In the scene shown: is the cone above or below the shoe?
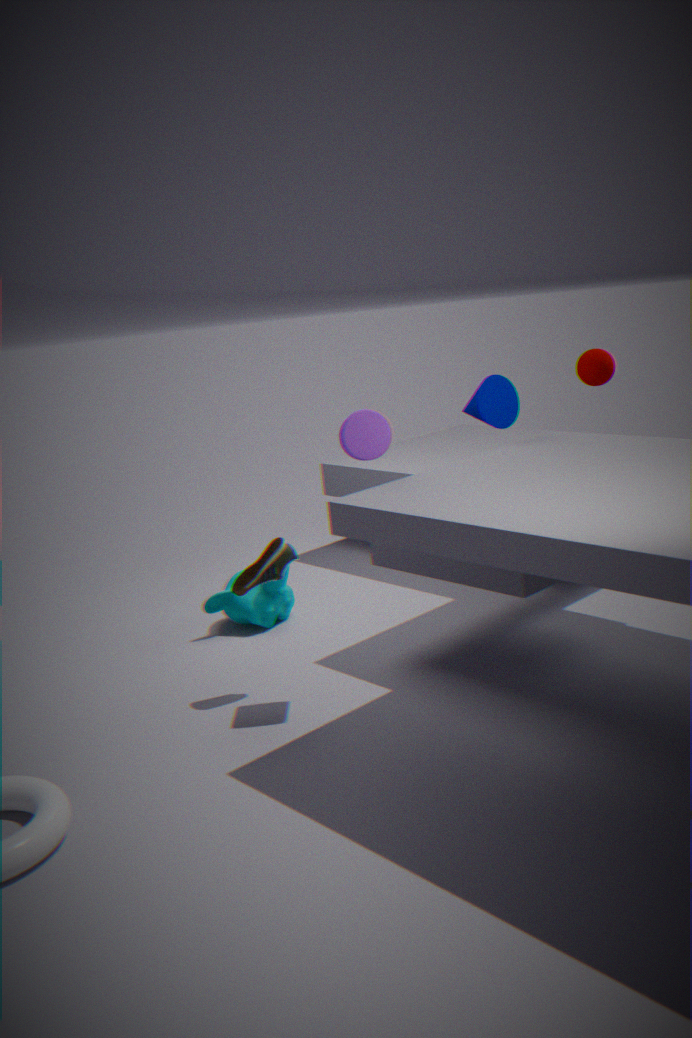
above
